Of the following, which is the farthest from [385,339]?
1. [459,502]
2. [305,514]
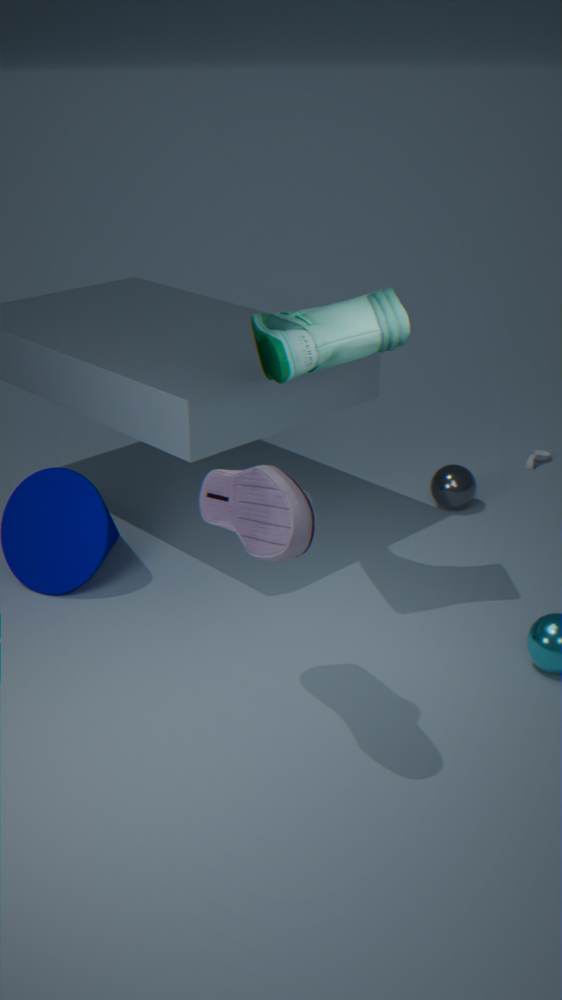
[459,502]
